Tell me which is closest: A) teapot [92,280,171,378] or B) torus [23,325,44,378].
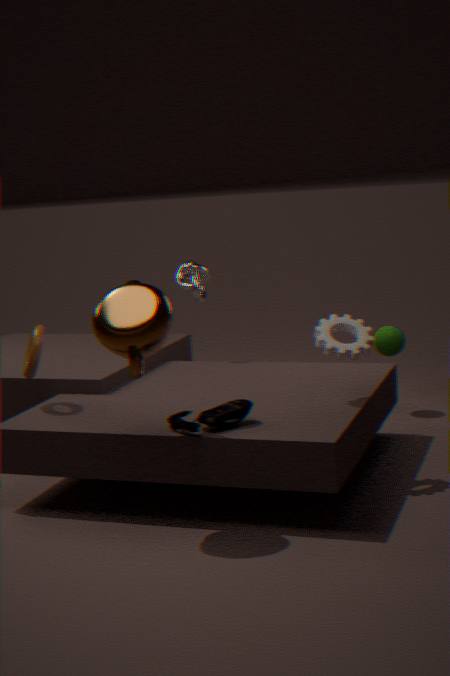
A. teapot [92,280,171,378]
